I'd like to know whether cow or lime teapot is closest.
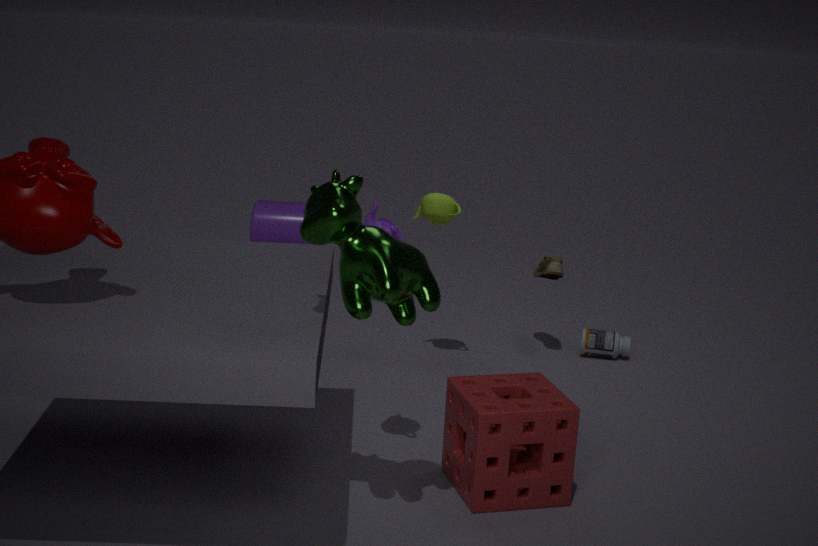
cow
